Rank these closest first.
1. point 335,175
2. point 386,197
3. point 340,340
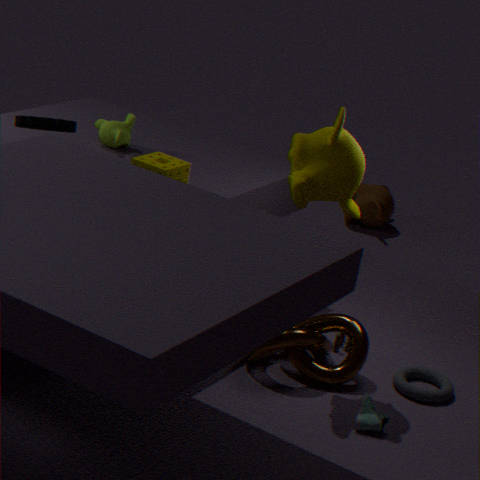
point 335,175 < point 340,340 < point 386,197
